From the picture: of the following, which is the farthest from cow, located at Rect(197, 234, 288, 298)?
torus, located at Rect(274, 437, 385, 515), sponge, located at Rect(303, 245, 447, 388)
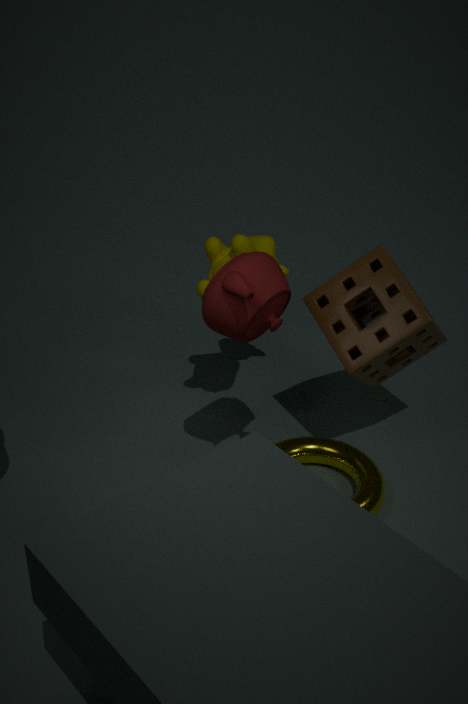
torus, located at Rect(274, 437, 385, 515)
